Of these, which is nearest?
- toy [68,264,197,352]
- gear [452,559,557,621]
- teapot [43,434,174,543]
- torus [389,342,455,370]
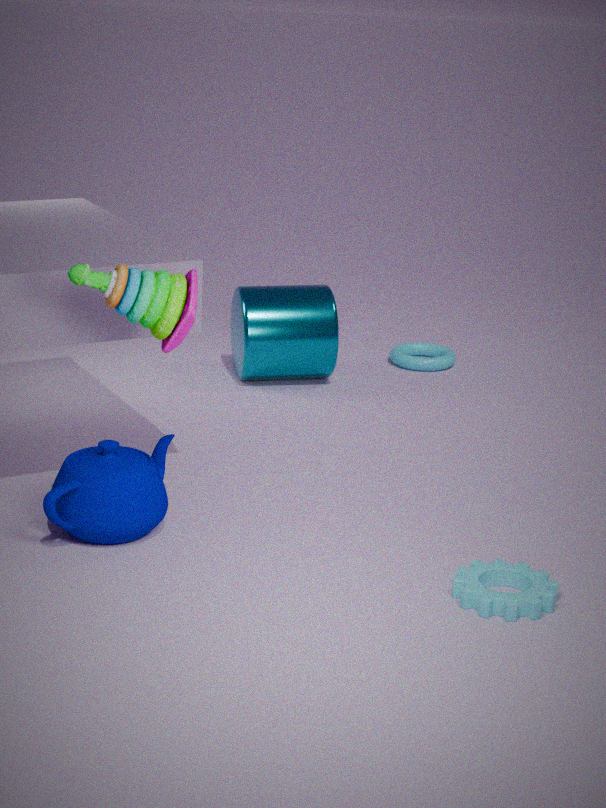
gear [452,559,557,621]
